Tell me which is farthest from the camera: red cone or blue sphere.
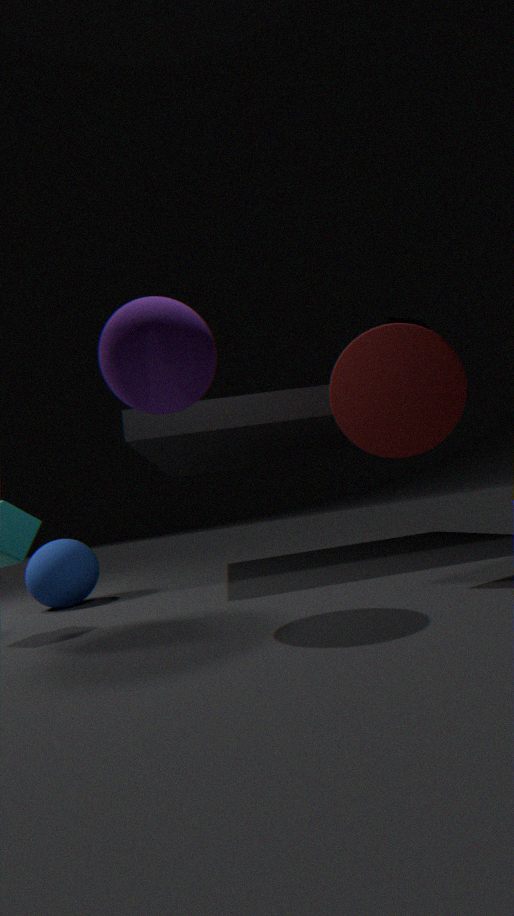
blue sphere
